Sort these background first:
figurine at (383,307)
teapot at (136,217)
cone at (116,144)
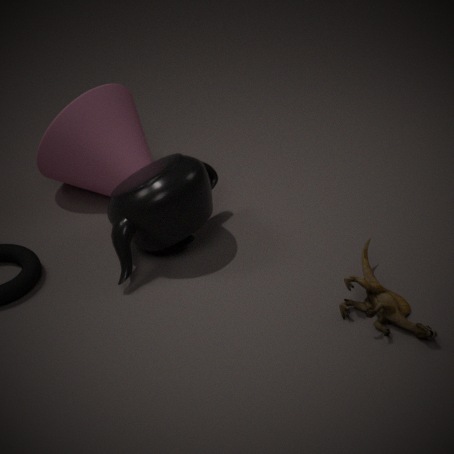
cone at (116,144)
teapot at (136,217)
figurine at (383,307)
